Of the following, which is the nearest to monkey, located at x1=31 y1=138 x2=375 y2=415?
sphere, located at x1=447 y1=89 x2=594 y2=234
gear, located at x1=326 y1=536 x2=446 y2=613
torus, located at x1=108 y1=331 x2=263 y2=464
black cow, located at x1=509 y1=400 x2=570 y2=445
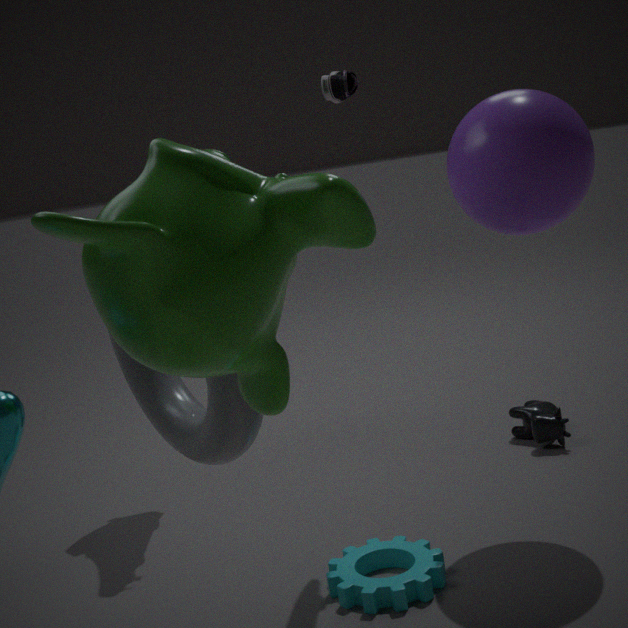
torus, located at x1=108 y1=331 x2=263 y2=464
